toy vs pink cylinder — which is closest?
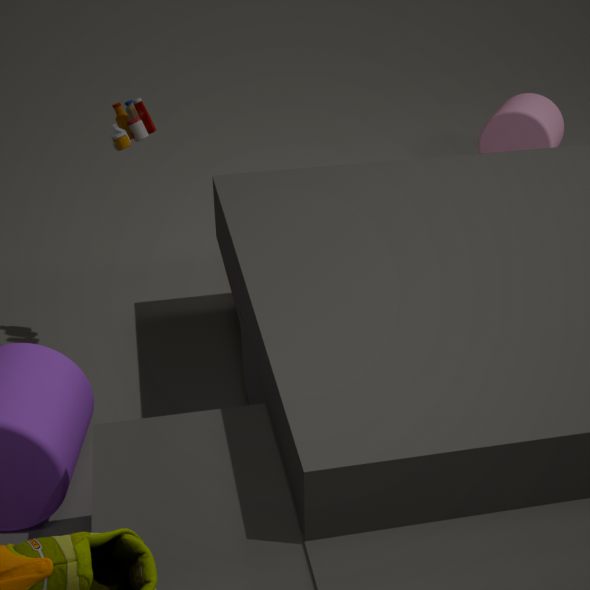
toy
